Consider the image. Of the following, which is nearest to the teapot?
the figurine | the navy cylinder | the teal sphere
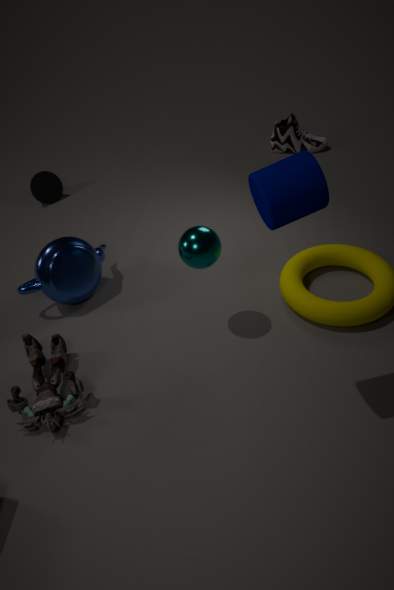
the figurine
